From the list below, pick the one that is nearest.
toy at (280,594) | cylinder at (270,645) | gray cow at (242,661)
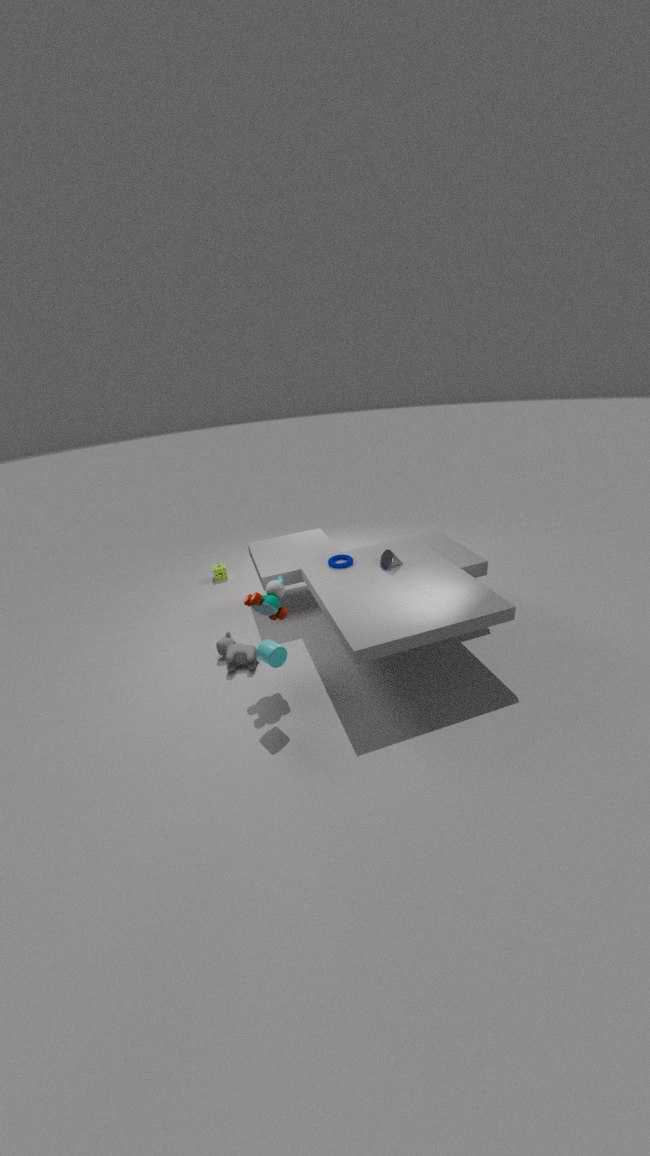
Answer: cylinder at (270,645)
